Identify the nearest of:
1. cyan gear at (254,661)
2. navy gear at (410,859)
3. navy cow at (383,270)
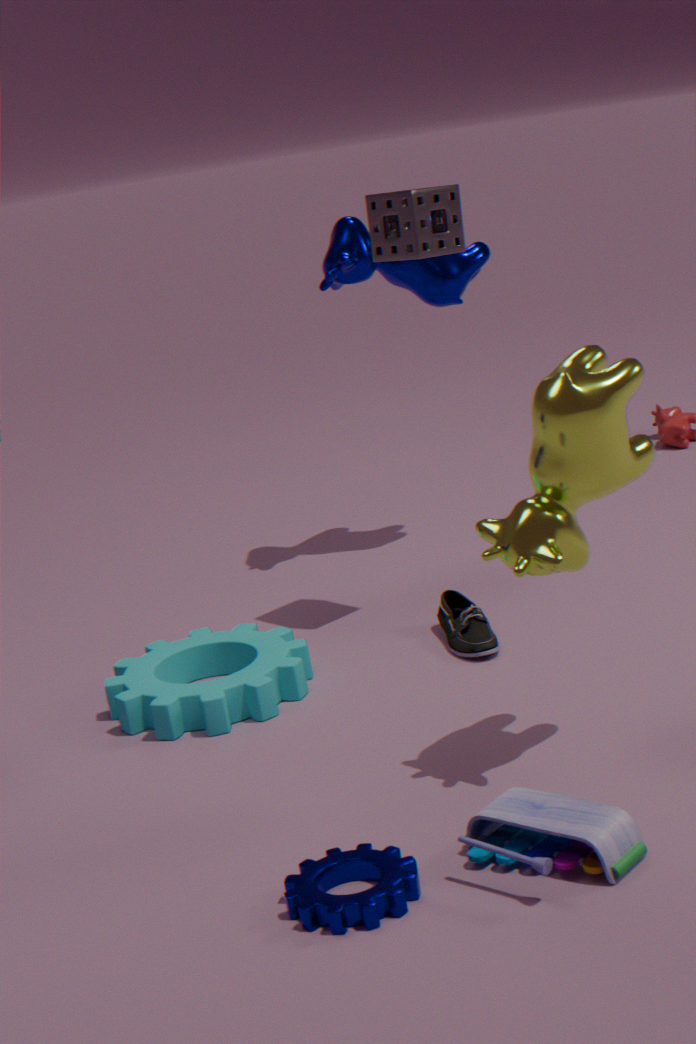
navy gear at (410,859)
